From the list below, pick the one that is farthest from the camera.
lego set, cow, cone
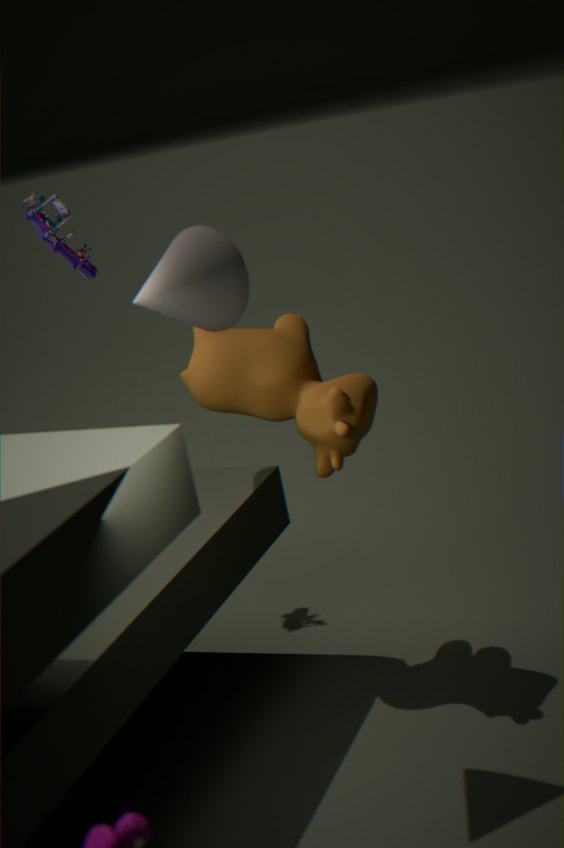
lego set
